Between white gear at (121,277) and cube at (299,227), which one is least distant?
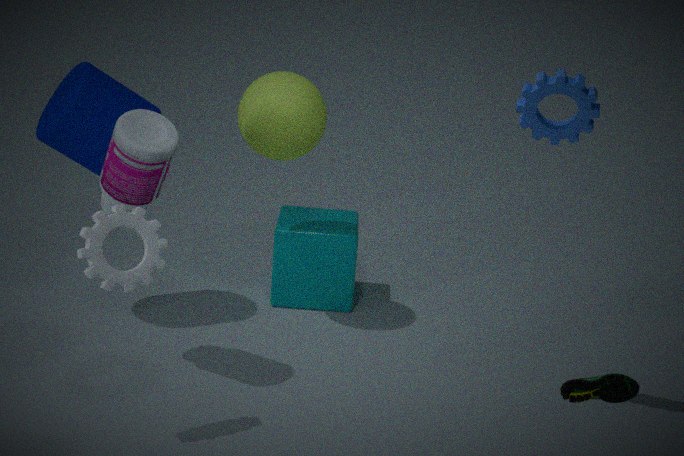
white gear at (121,277)
